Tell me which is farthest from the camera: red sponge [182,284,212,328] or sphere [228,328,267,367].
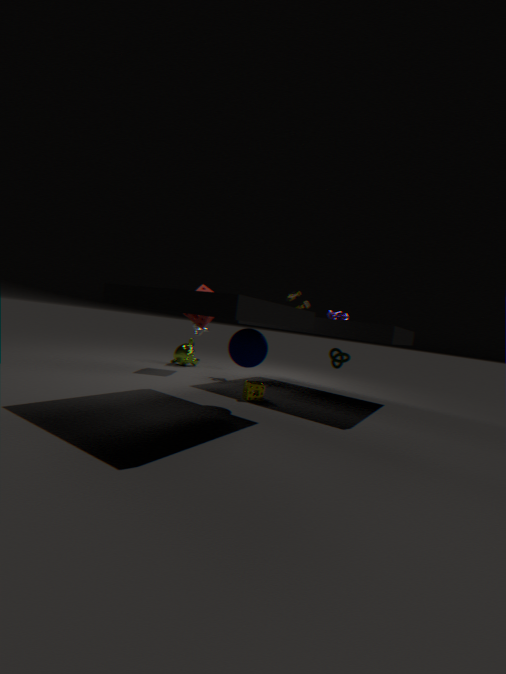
red sponge [182,284,212,328]
